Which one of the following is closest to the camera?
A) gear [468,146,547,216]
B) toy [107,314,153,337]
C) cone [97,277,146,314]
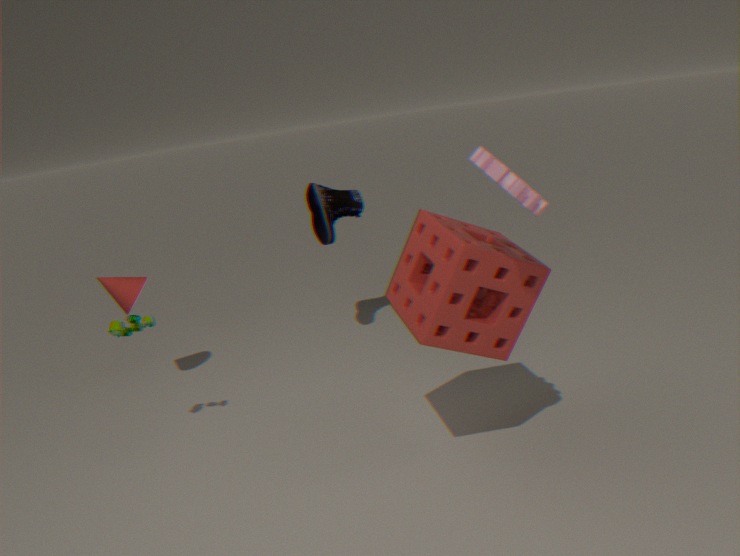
gear [468,146,547,216]
